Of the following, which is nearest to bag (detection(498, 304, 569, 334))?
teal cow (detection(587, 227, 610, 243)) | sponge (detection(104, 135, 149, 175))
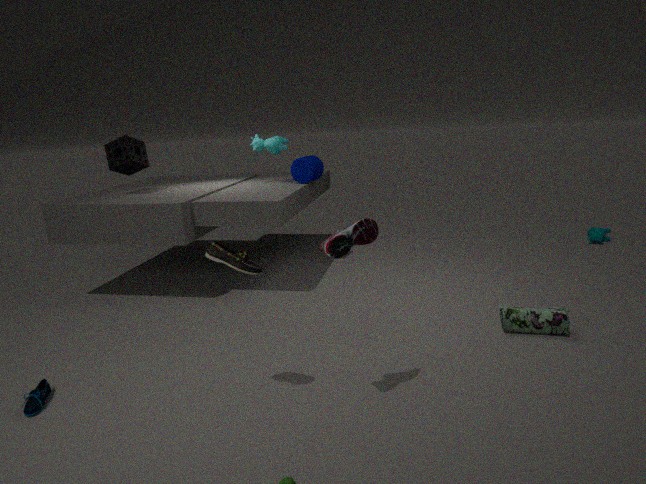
teal cow (detection(587, 227, 610, 243))
